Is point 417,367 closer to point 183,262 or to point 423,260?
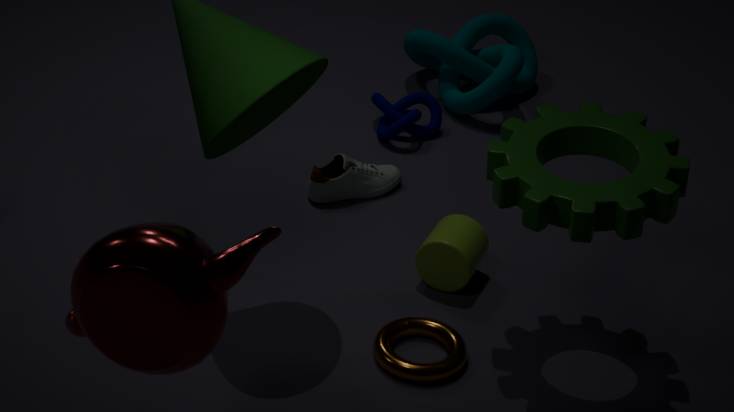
point 423,260
